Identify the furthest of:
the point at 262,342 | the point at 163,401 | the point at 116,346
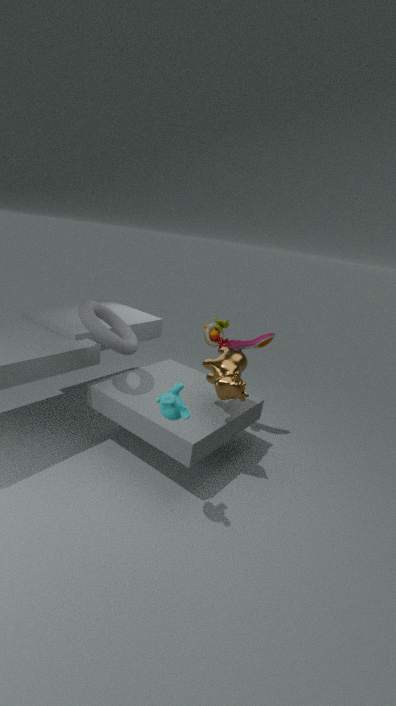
the point at 262,342
